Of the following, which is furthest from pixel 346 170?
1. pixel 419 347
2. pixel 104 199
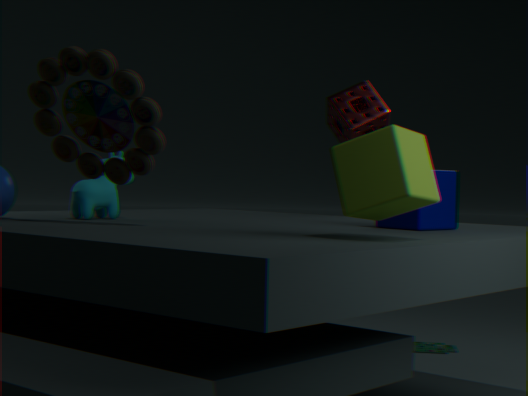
pixel 419 347
